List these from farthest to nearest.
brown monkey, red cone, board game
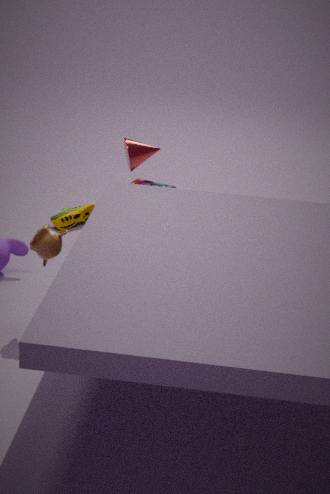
board game
red cone
brown monkey
